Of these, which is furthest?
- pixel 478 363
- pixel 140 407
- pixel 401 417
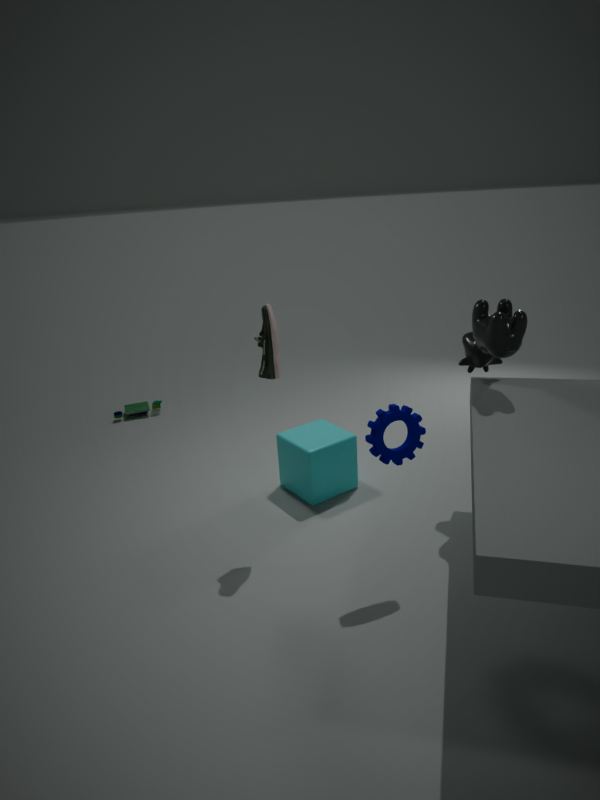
pixel 140 407
